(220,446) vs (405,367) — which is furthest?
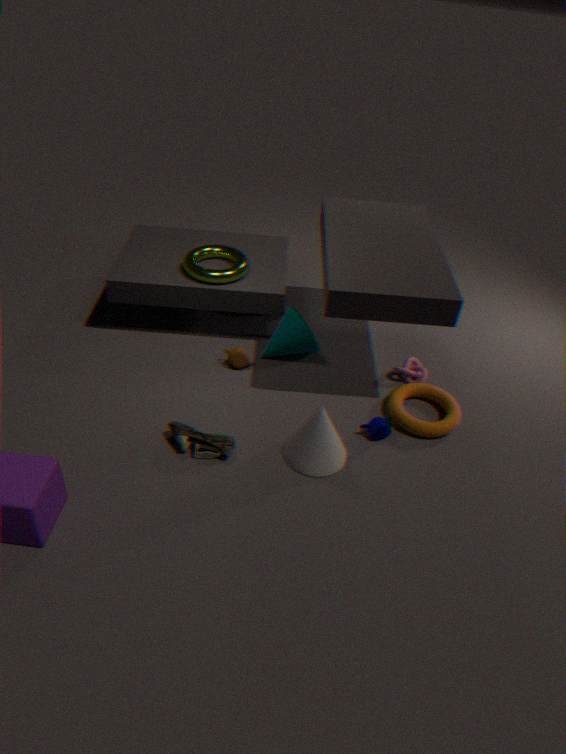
(405,367)
